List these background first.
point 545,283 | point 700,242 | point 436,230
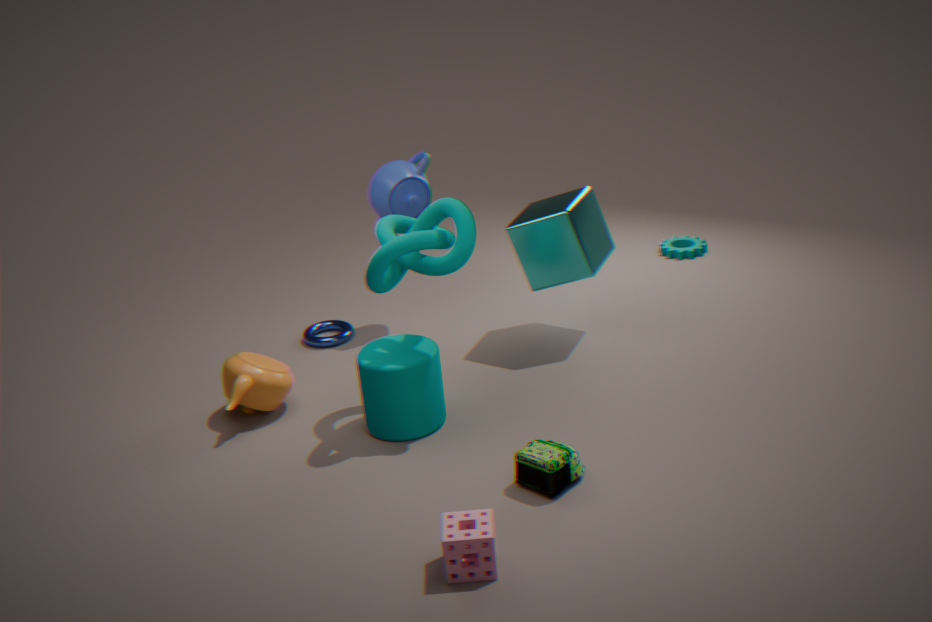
point 700,242, point 545,283, point 436,230
